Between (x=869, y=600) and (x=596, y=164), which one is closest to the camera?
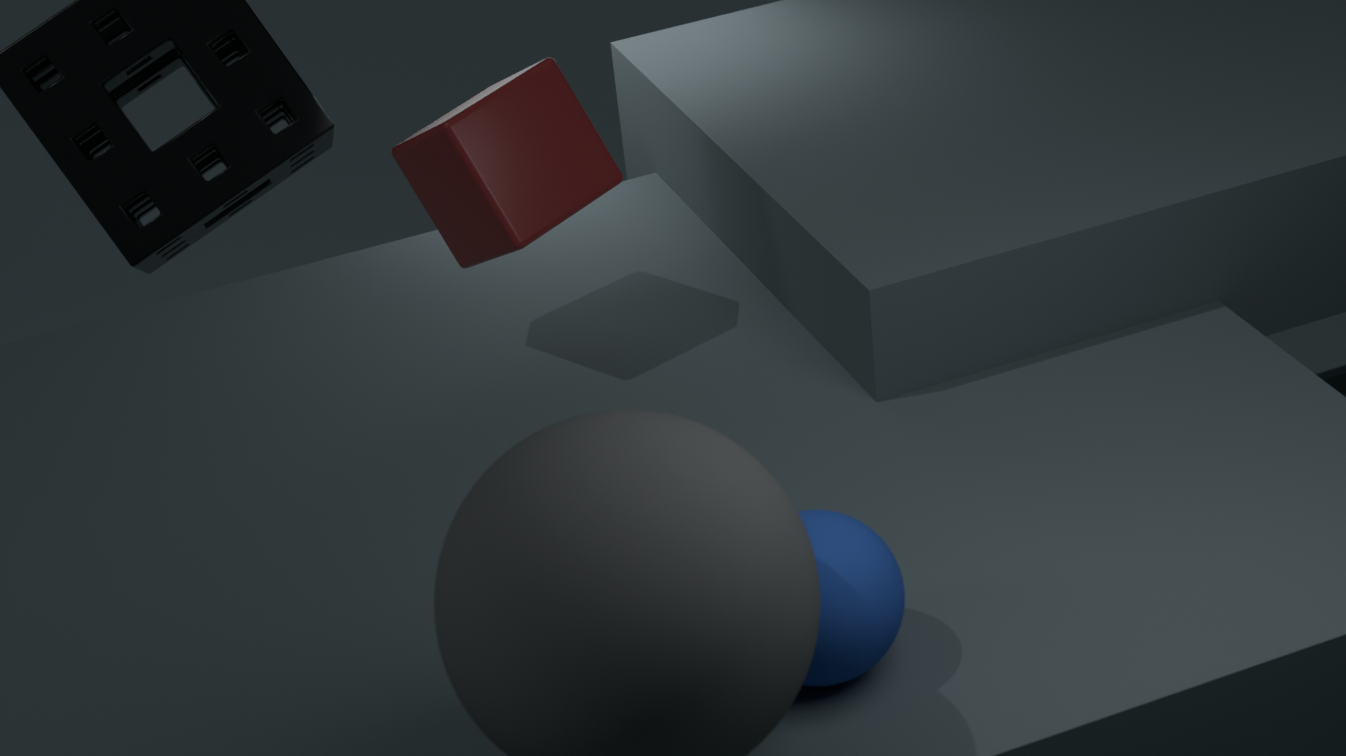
(x=869, y=600)
